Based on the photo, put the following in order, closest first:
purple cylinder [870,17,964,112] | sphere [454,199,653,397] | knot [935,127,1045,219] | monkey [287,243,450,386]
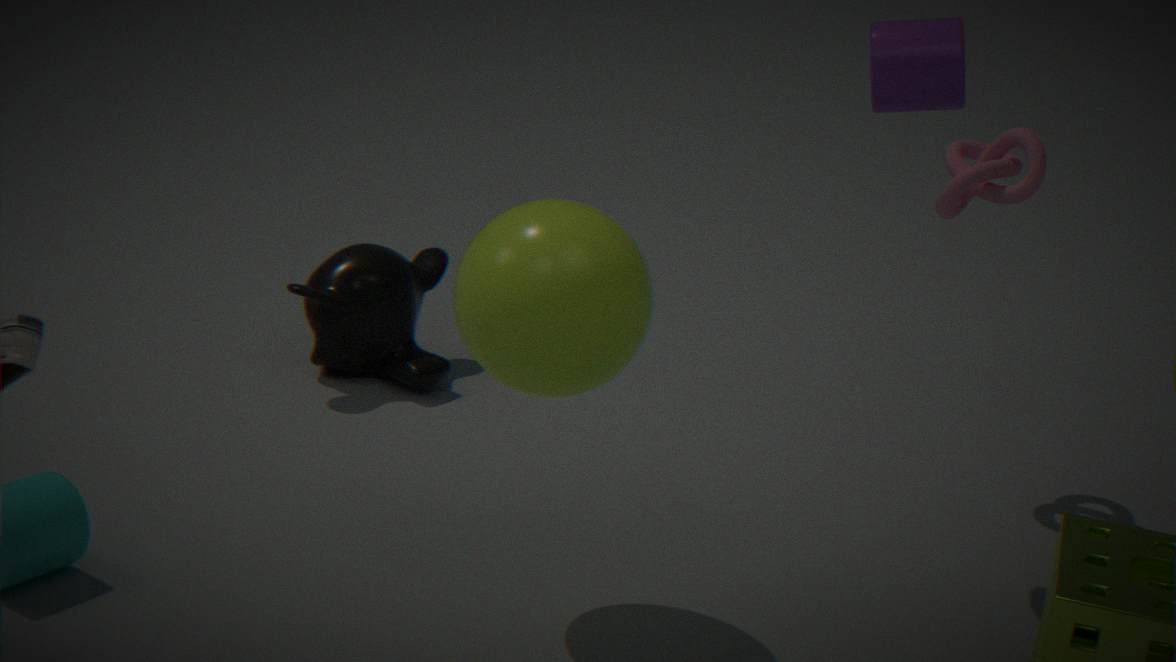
sphere [454,199,653,397], purple cylinder [870,17,964,112], knot [935,127,1045,219], monkey [287,243,450,386]
